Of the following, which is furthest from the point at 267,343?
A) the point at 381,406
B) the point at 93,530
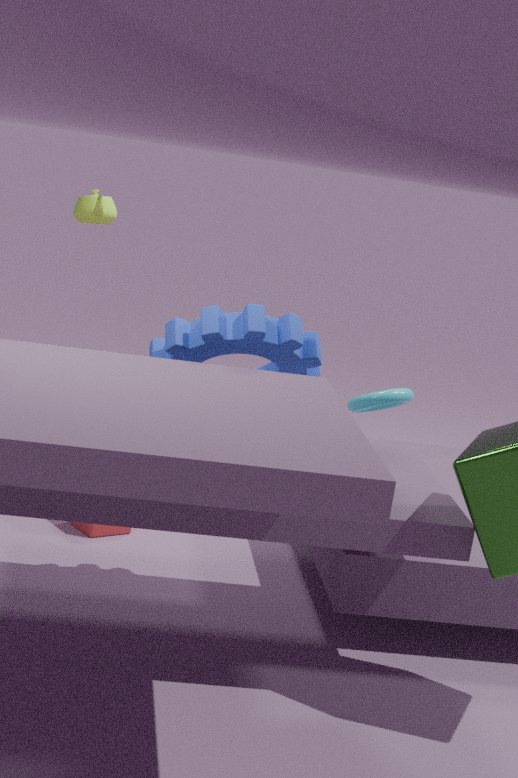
the point at 381,406
